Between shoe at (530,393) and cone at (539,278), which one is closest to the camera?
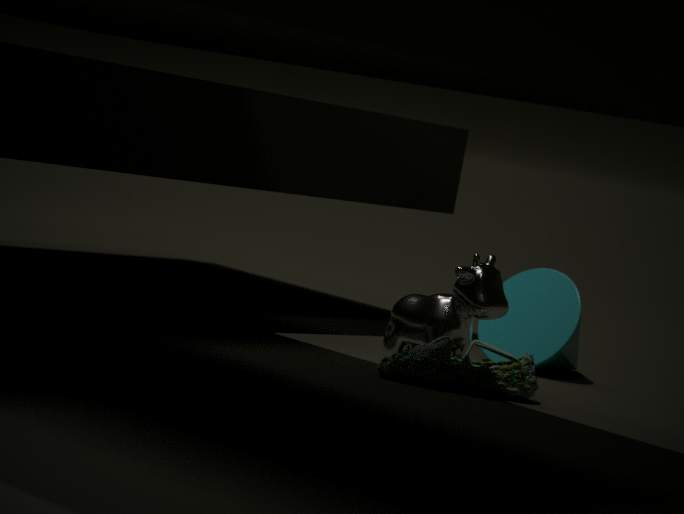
shoe at (530,393)
